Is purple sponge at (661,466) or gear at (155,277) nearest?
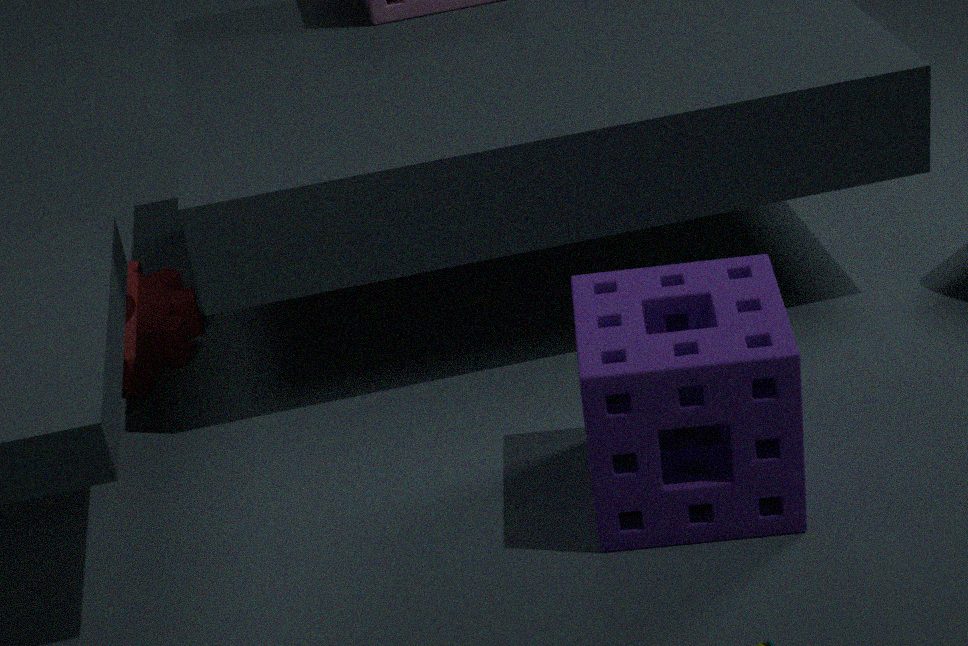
purple sponge at (661,466)
